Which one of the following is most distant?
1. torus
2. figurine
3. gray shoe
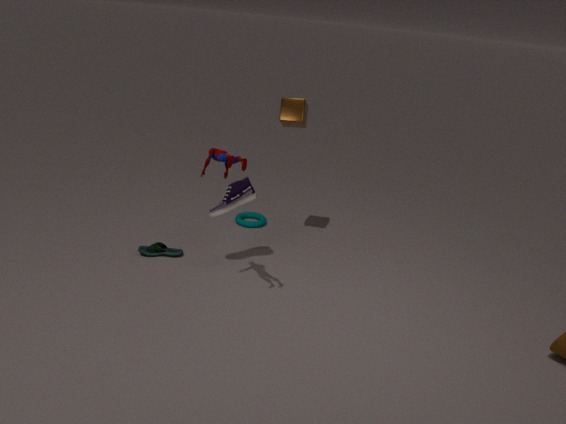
torus
